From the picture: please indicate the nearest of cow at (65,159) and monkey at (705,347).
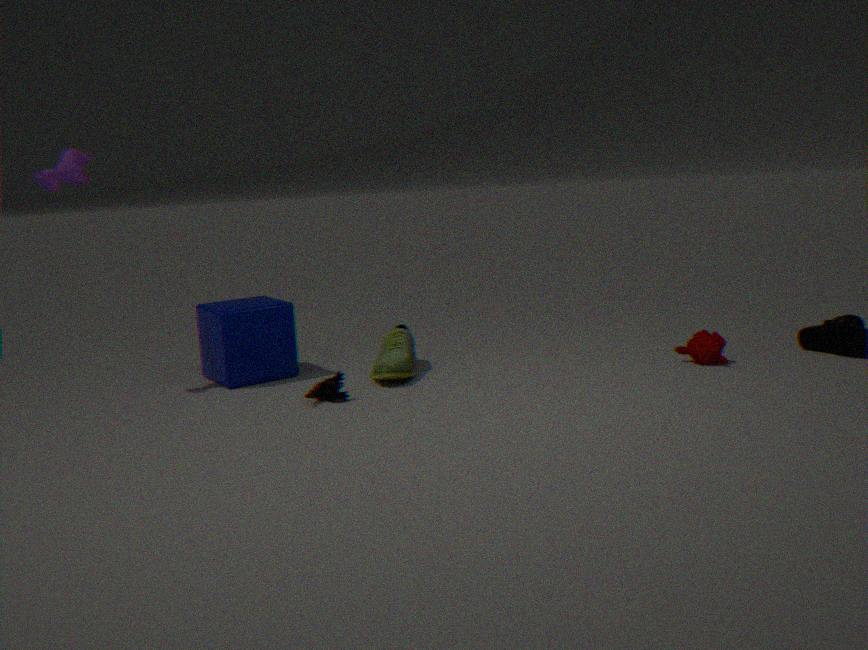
cow at (65,159)
